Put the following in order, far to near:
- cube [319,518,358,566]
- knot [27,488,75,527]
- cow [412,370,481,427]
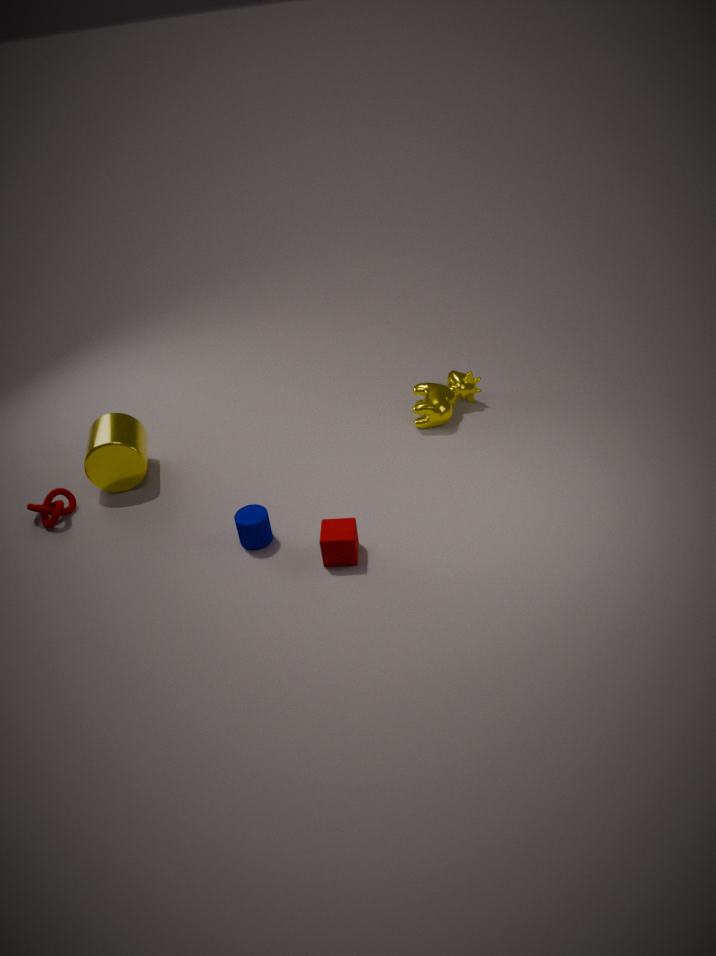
cow [412,370,481,427]
knot [27,488,75,527]
cube [319,518,358,566]
